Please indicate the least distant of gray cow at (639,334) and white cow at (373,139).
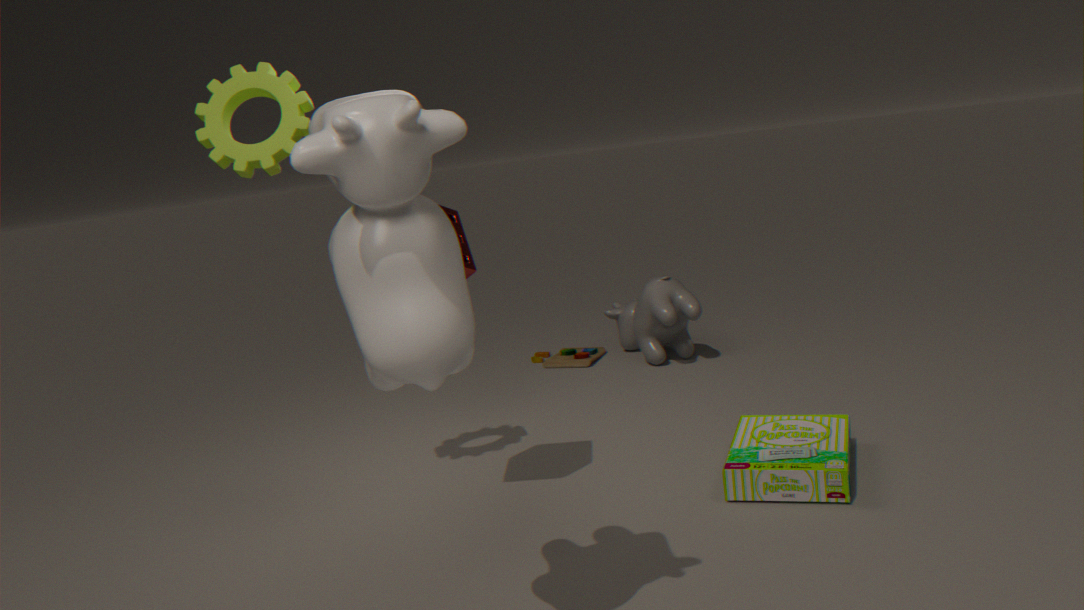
white cow at (373,139)
